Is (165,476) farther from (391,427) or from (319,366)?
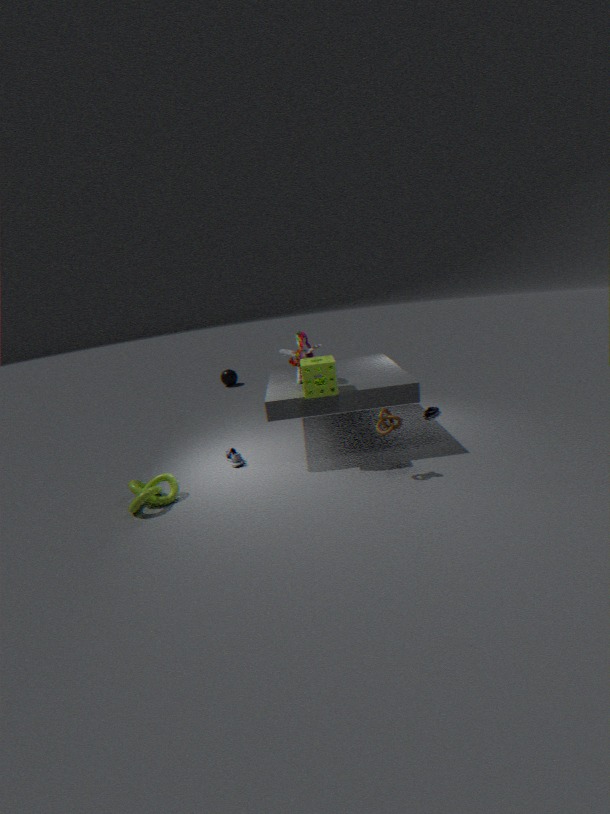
(391,427)
